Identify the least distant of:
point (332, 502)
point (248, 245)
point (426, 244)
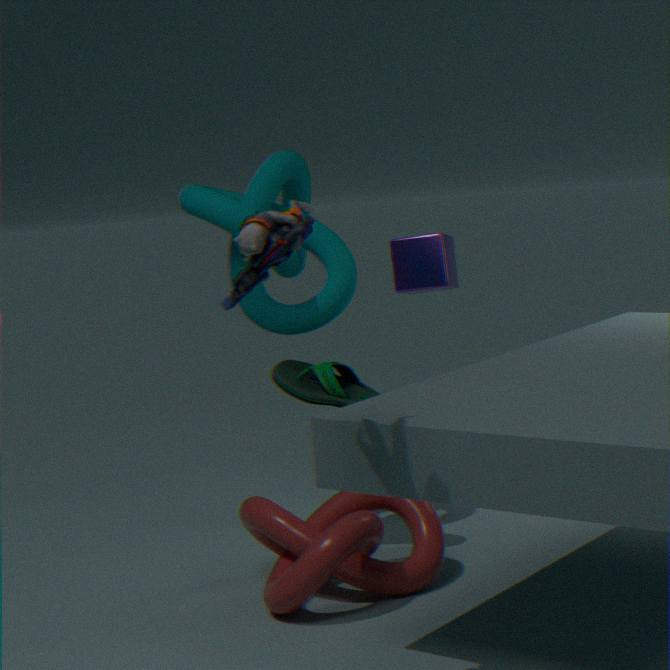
point (248, 245)
